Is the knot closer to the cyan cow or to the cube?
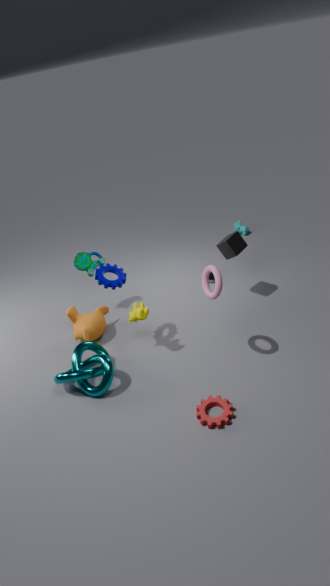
the cube
